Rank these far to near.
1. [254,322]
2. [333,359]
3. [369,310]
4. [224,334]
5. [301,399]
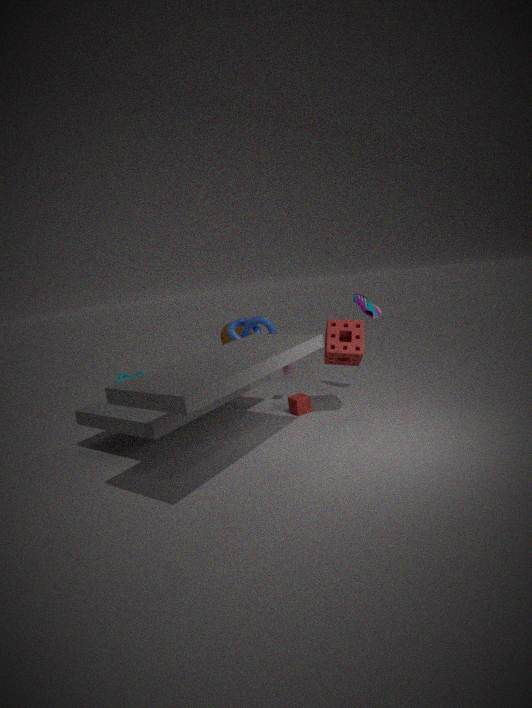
[224,334] → [369,310] → [254,322] → [301,399] → [333,359]
